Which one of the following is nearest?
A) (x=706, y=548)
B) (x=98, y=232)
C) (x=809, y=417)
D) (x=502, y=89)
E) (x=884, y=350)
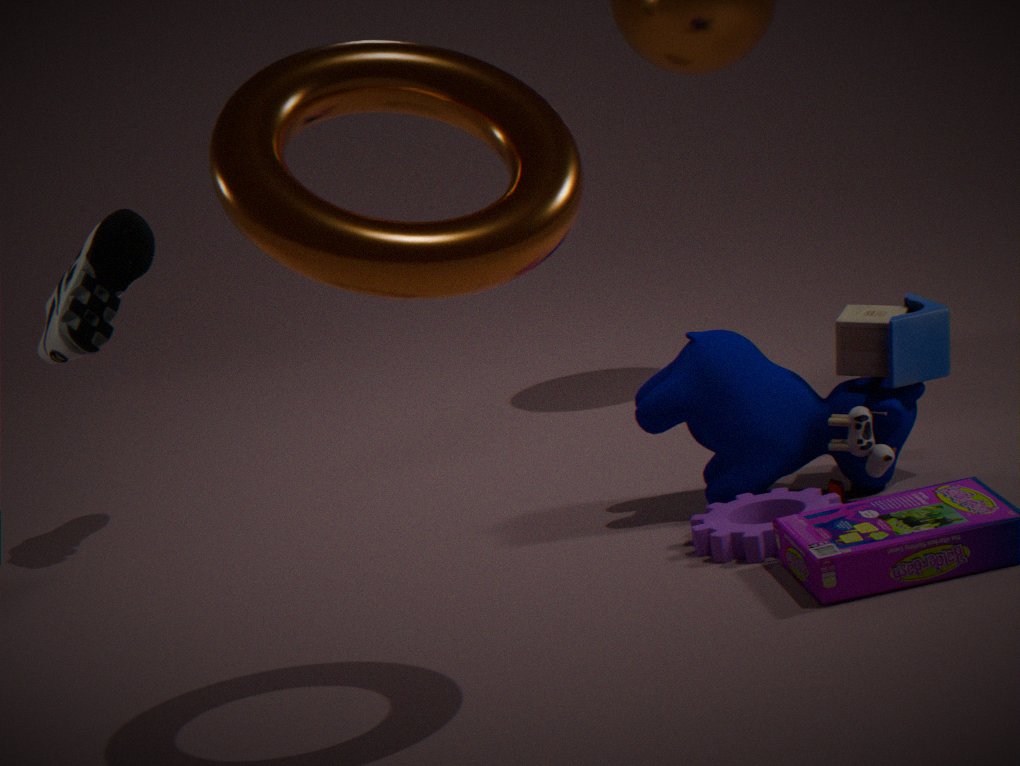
(x=502, y=89)
